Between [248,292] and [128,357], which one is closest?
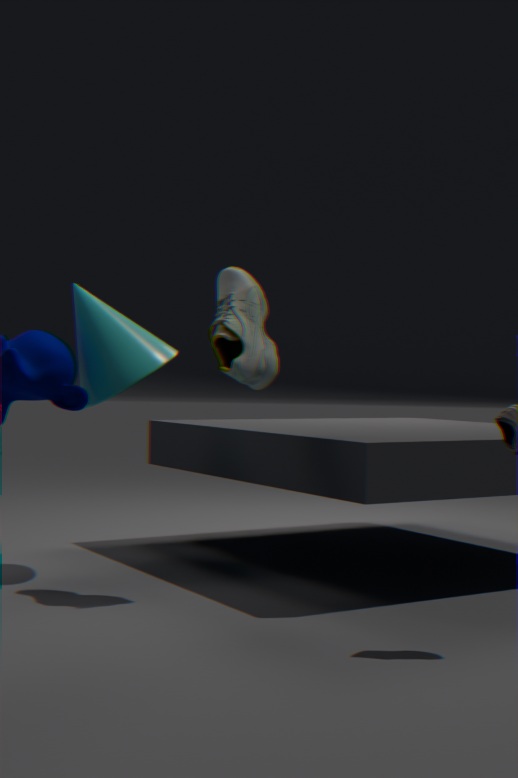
[248,292]
